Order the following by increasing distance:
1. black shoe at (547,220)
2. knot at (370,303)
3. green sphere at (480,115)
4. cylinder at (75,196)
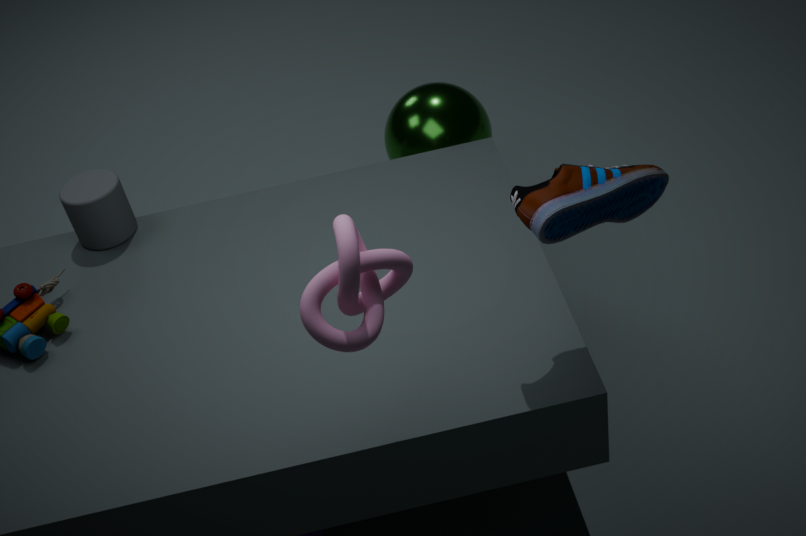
1. knot at (370,303)
2. black shoe at (547,220)
3. cylinder at (75,196)
4. green sphere at (480,115)
